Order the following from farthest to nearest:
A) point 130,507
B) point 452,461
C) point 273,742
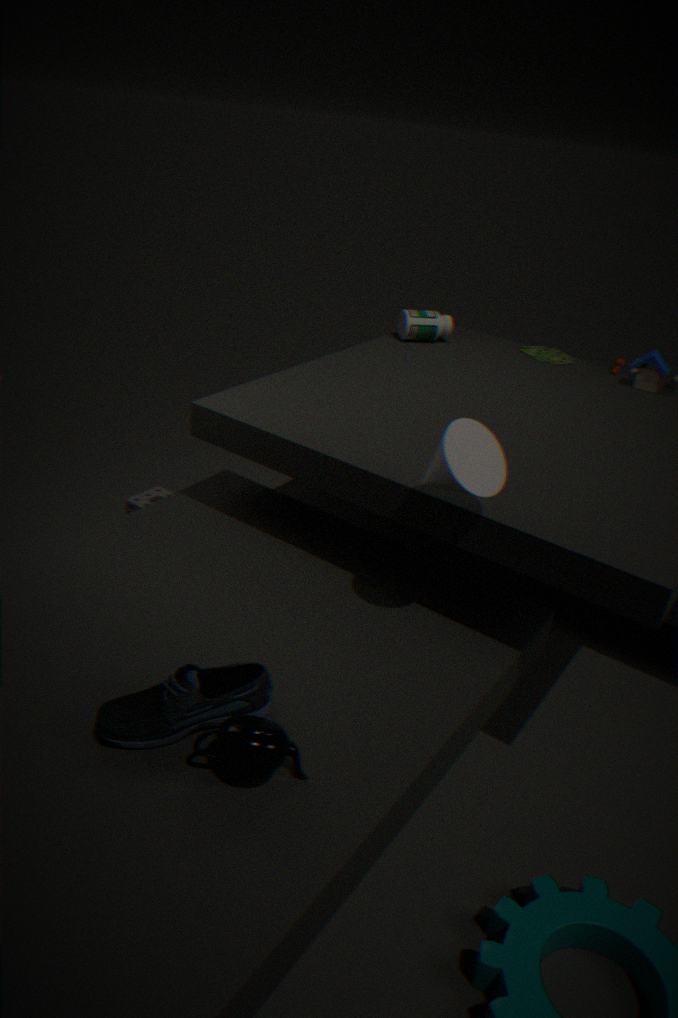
point 130,507
point 452,461
point 273,742
